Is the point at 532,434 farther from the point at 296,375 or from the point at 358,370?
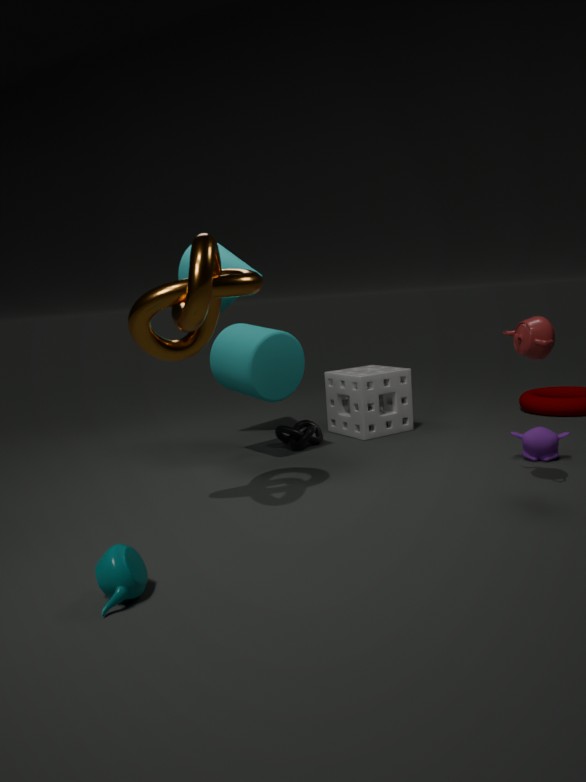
the point at 296,375
